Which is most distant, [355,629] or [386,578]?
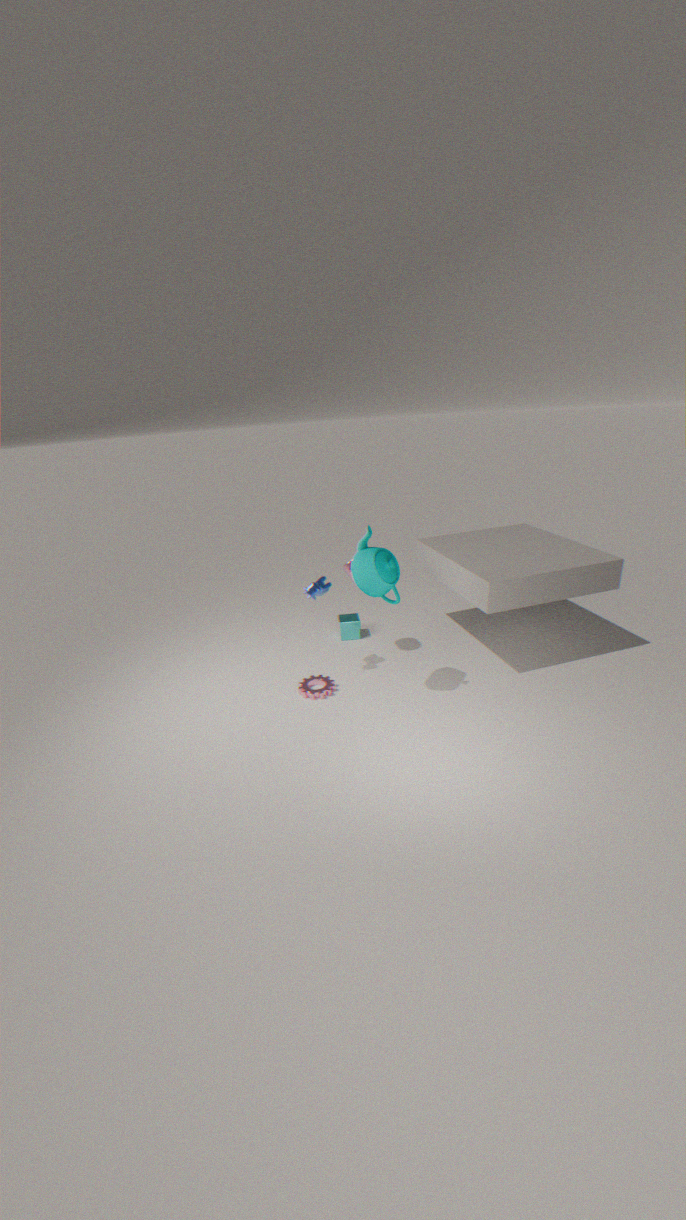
[355,629]
